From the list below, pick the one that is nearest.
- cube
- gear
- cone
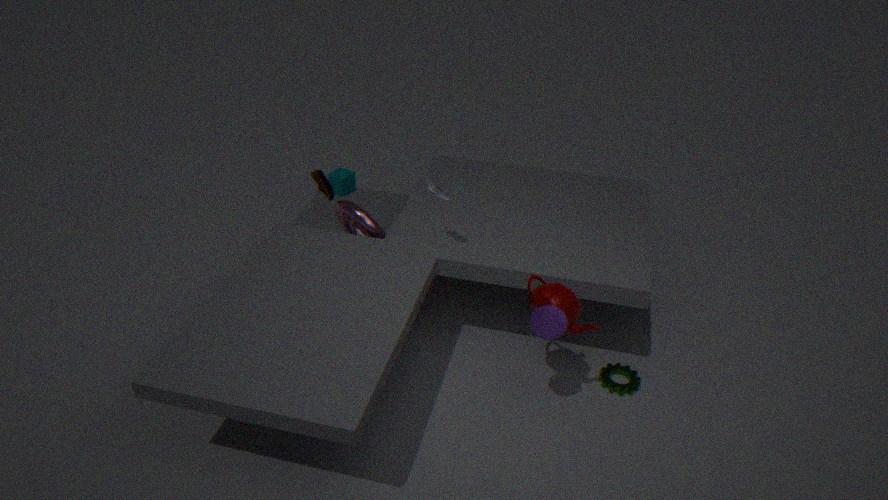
cone
